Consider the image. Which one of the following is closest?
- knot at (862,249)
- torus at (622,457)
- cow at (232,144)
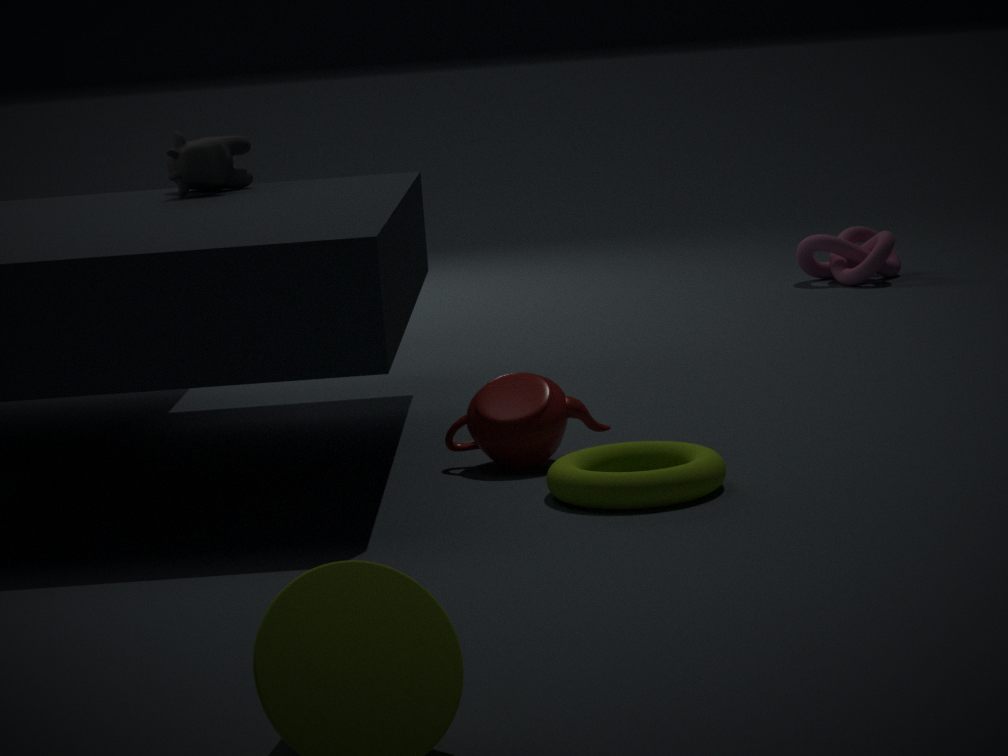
torus at (622,457)
